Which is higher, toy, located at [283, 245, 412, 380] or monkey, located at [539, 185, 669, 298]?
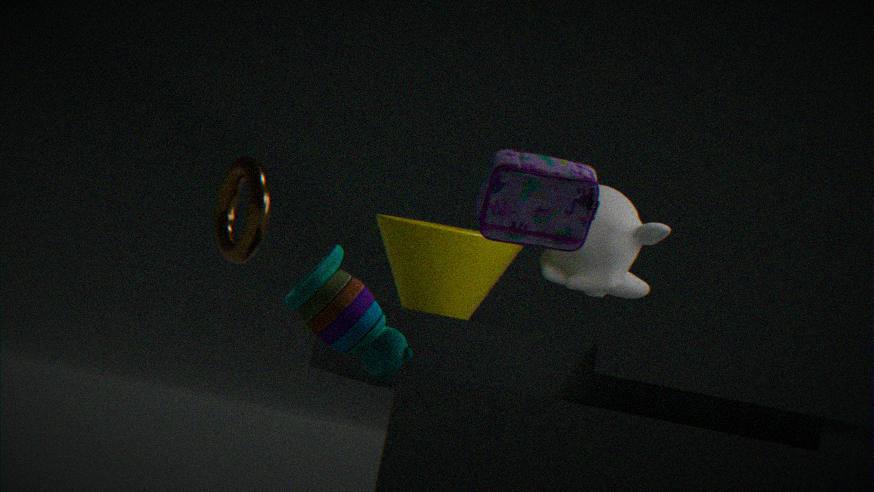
monkey, located at [539, 185, 669, 298]
